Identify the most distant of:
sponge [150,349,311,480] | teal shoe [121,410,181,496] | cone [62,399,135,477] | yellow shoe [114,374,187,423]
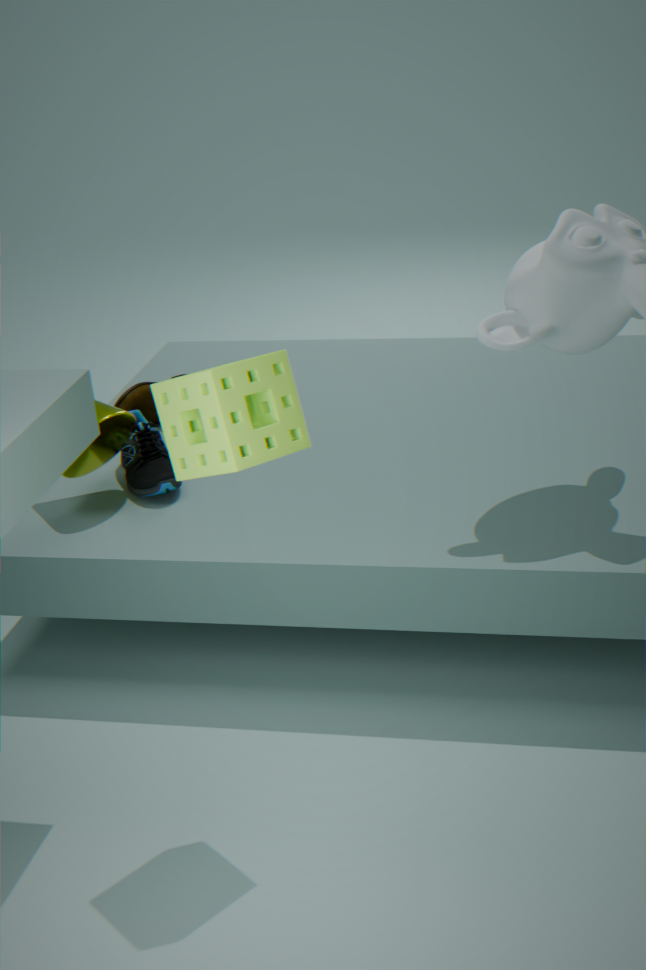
yellow shoe [114,374,187,423]
